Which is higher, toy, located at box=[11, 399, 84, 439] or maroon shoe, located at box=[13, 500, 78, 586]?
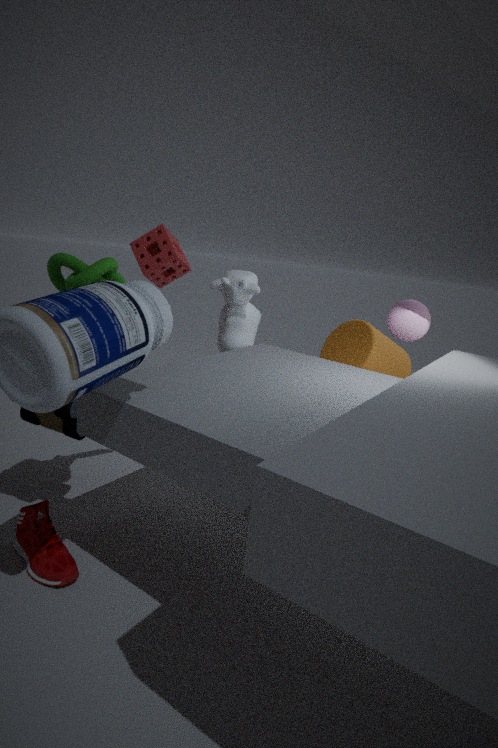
toy, located at box=[11, 399, 84, 439]
